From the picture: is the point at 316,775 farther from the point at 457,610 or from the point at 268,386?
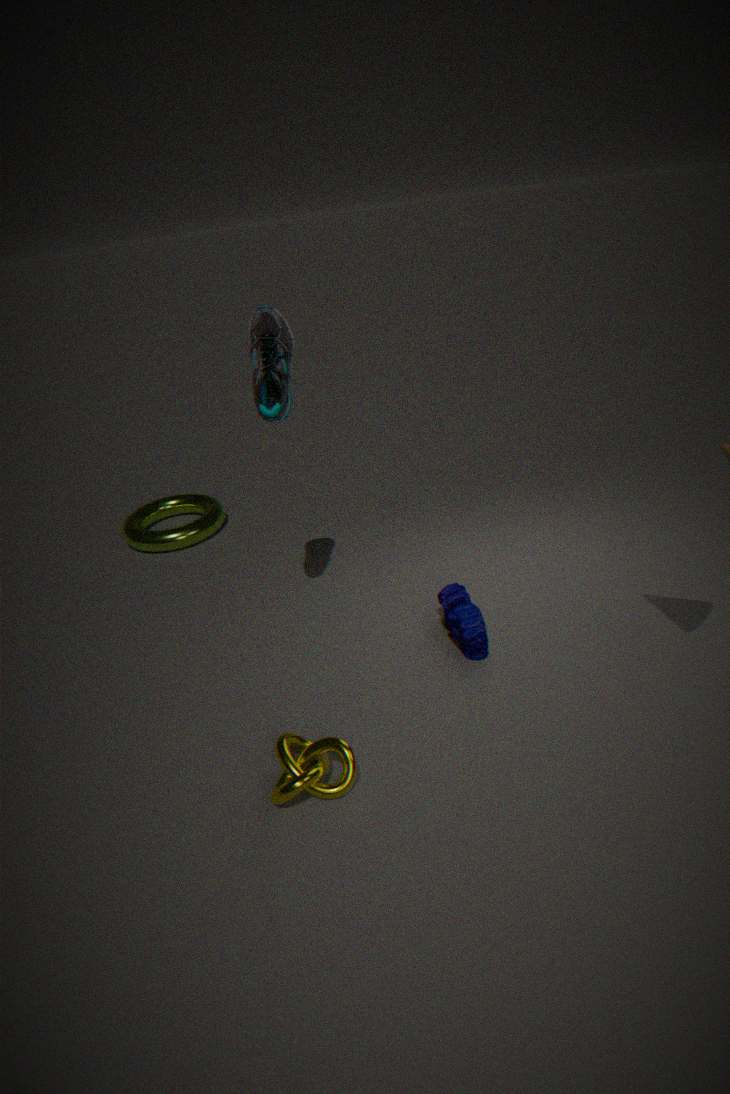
the point at 268,386
